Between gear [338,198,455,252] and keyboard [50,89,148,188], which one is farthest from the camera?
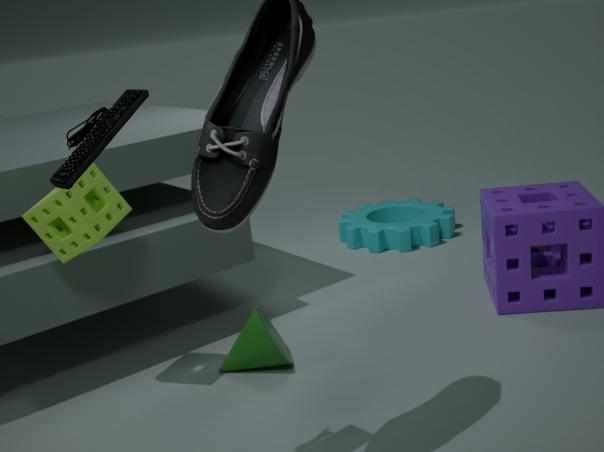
gear [338,198,455,252]
